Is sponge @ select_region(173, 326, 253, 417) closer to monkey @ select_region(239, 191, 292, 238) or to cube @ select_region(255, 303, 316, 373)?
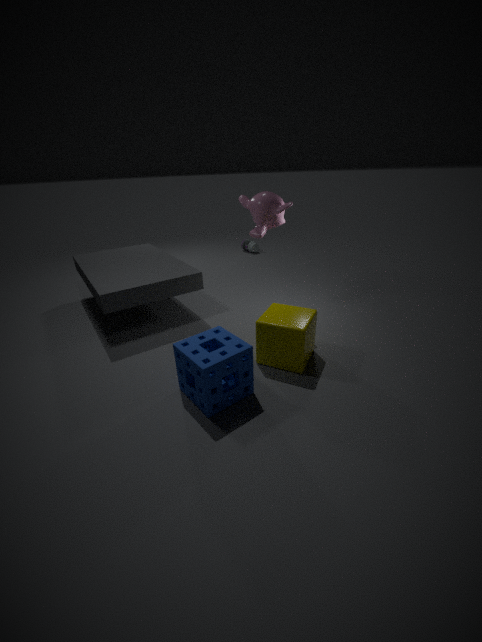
cube @ select_region(255, 303, 316, 373)
